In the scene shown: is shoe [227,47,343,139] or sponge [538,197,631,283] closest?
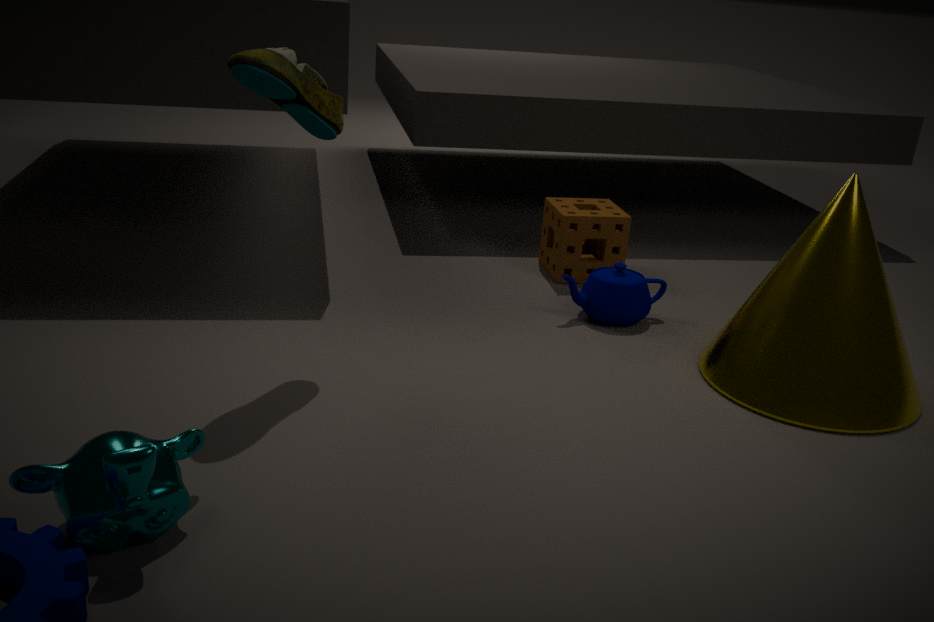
shoe [227,47,343,139]
